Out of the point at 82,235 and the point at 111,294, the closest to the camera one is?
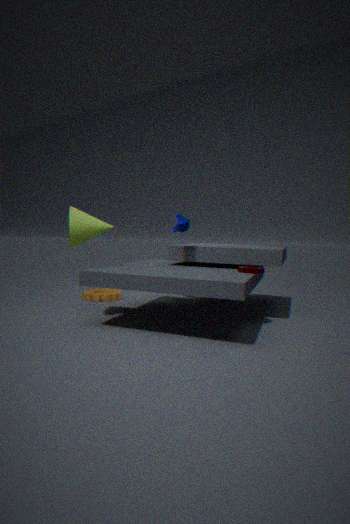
the point at 82,235
